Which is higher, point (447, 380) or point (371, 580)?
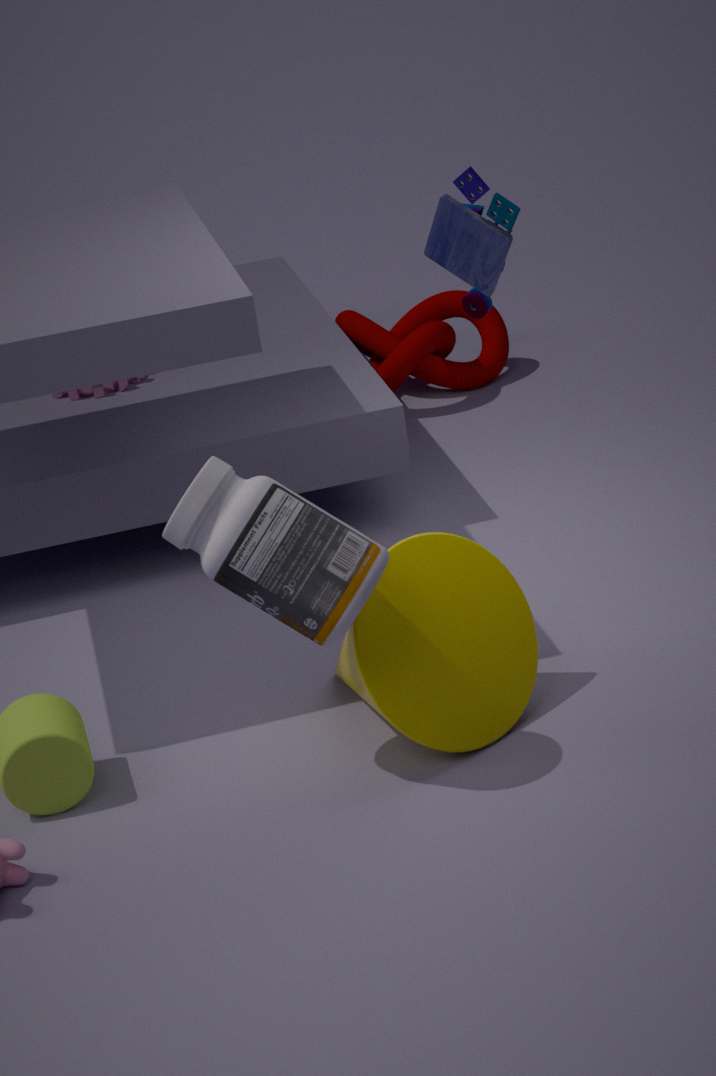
point (371, 580)
